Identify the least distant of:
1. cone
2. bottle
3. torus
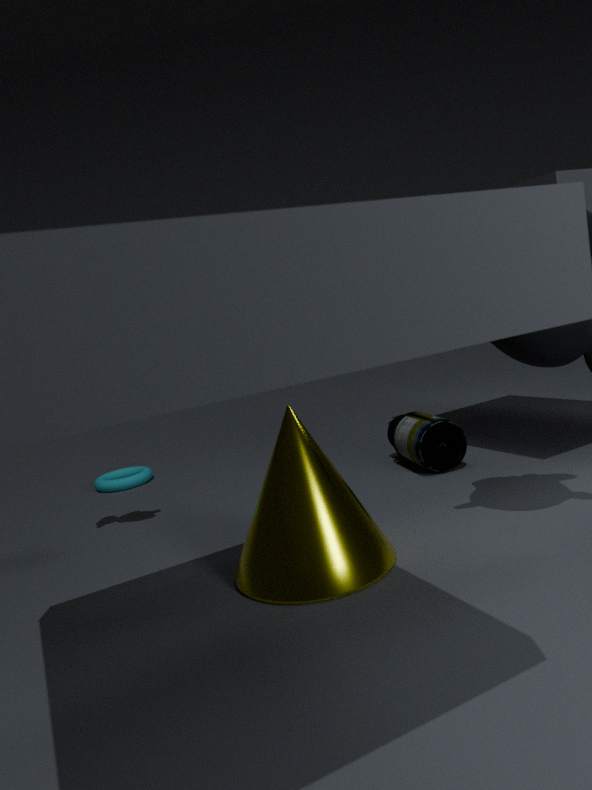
cone
